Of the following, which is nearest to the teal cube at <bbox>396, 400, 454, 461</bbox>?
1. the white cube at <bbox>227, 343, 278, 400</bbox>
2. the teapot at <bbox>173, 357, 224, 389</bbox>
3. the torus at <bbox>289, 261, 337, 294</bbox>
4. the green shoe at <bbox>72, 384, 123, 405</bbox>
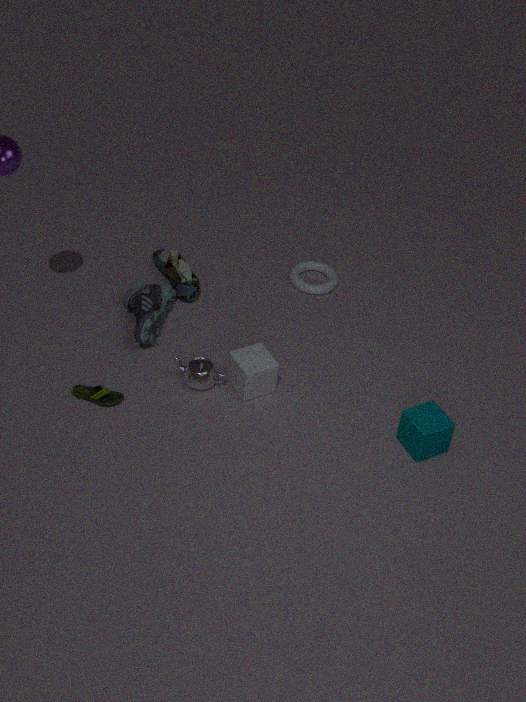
the white cube at <bbox>227, 343, 278, 400</bbox>
